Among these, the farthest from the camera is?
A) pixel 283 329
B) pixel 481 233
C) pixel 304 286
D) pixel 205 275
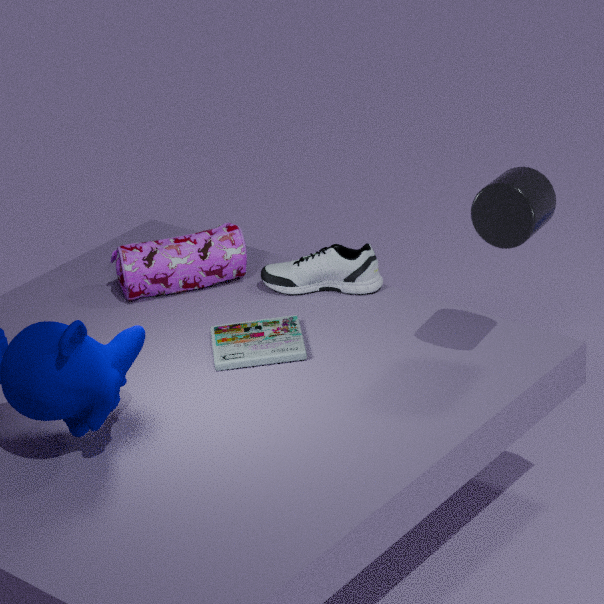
pixel 205 275
